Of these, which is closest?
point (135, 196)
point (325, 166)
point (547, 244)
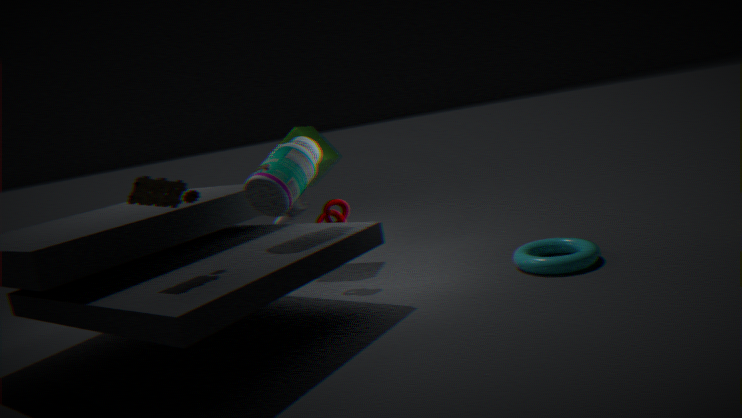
point (135, 196)
